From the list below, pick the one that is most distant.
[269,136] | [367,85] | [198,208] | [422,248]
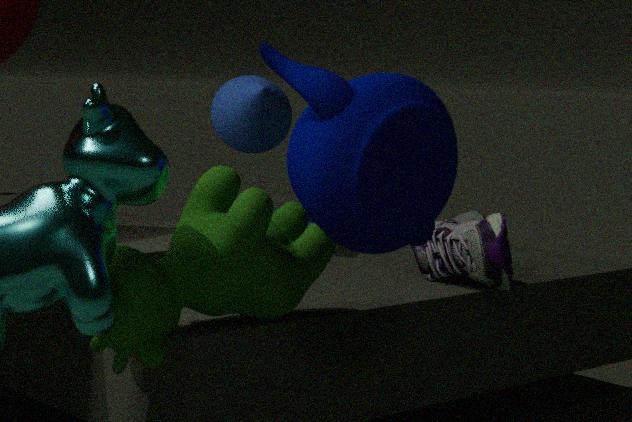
[269,136]
